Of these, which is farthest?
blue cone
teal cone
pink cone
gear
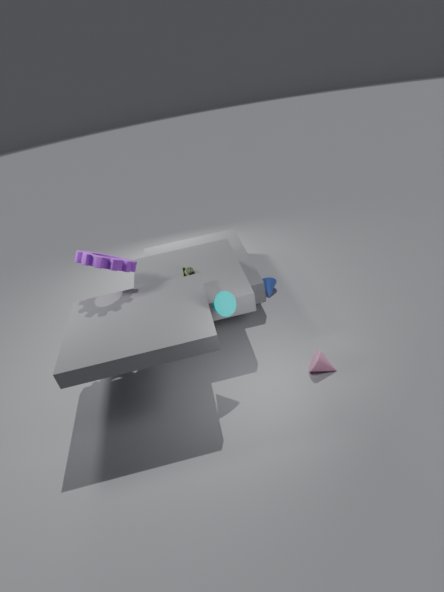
blue cone
